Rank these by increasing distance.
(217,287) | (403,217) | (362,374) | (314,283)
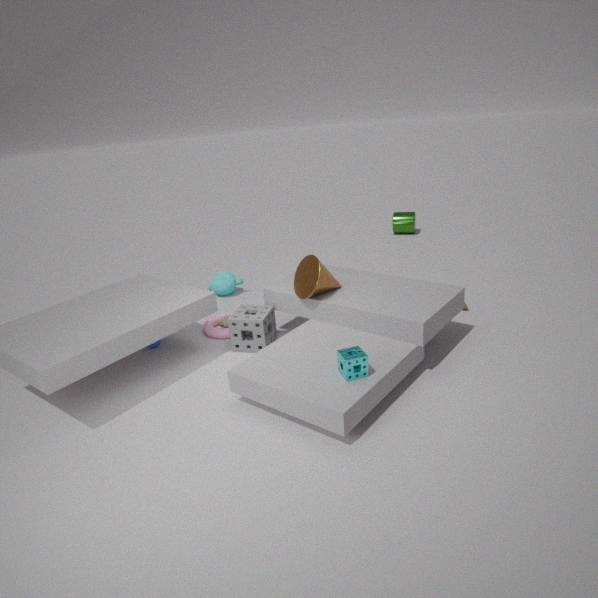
(362,374), (314,283), (217,287), (403,217)
